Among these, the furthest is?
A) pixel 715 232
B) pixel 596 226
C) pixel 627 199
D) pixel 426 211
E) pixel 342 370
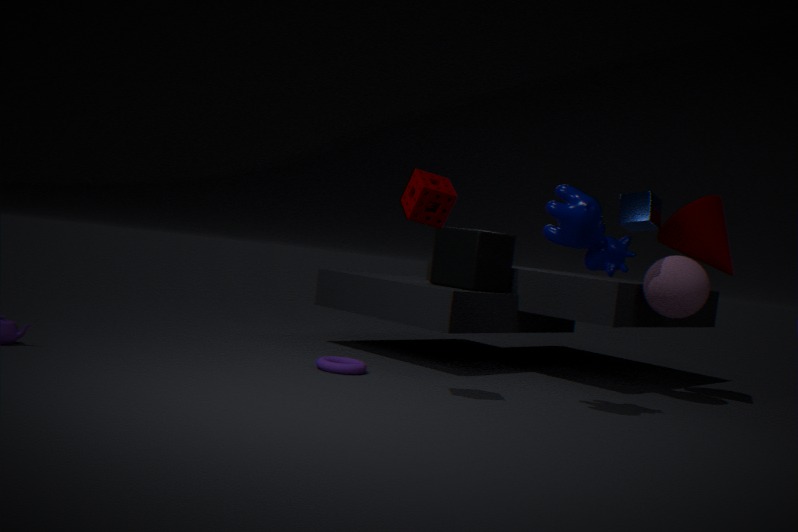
A. pixel 715 232
